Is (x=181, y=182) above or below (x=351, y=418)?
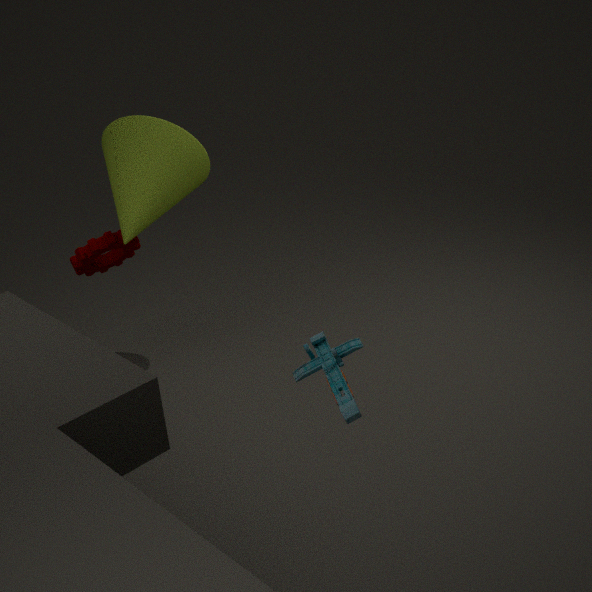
above
